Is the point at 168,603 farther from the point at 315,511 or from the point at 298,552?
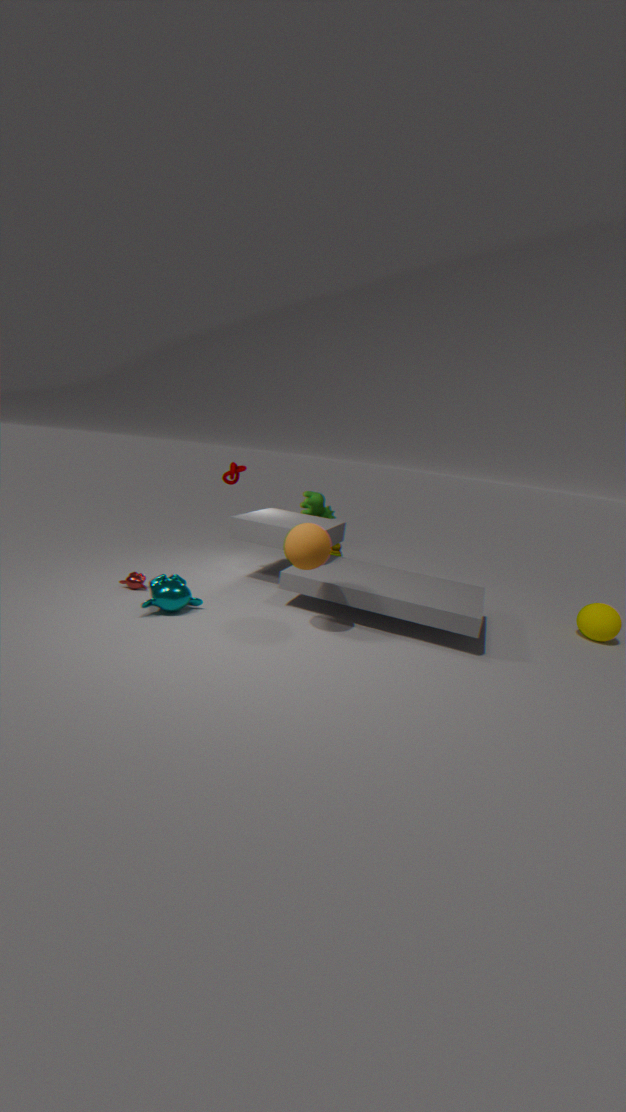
the point at 315,511
